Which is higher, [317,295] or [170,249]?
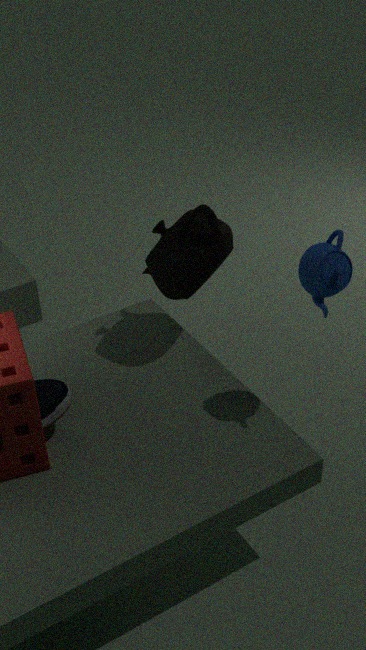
[317,295]
